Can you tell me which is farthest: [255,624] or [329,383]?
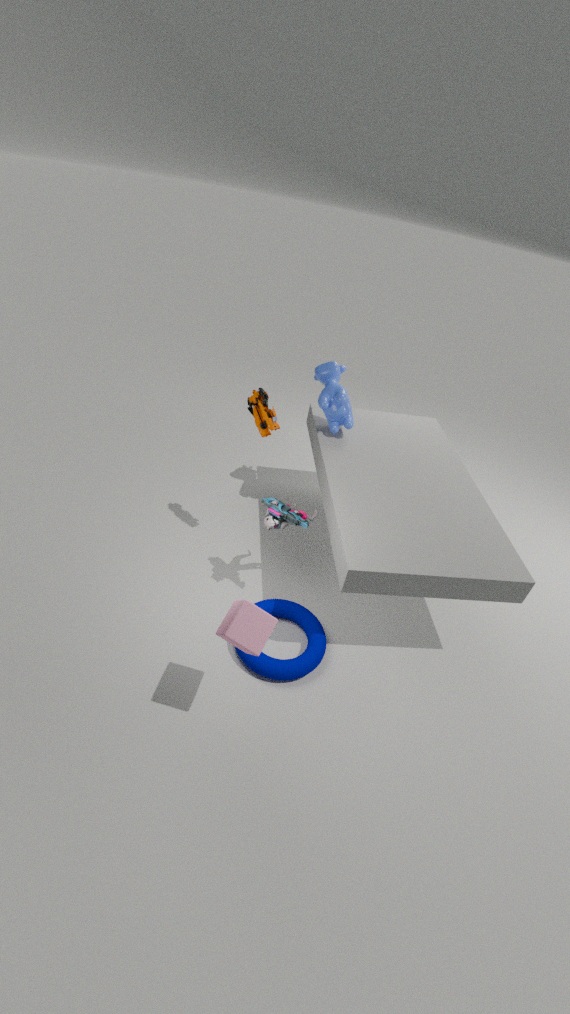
[329,383]
